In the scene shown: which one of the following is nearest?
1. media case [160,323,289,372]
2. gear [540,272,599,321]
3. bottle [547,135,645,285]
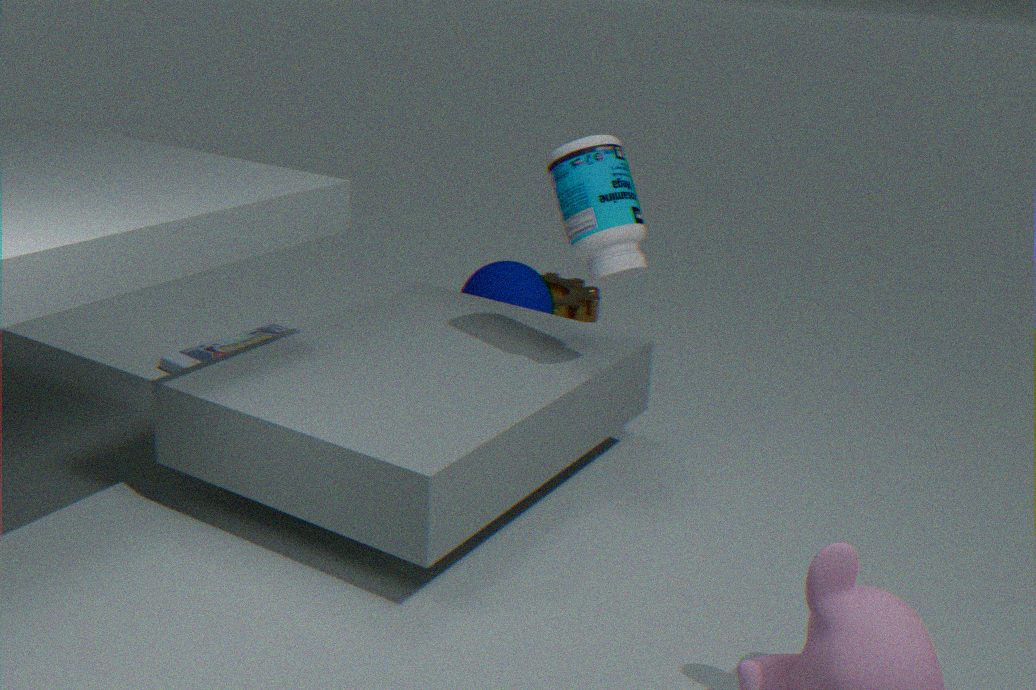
bottle [547,135,645,285]
